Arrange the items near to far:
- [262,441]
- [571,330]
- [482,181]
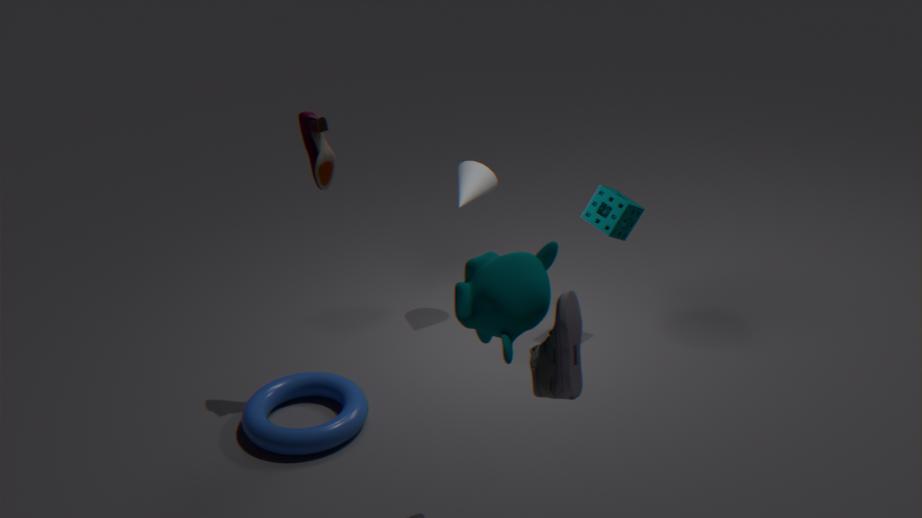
[571,330], [262,441], [482,181]
